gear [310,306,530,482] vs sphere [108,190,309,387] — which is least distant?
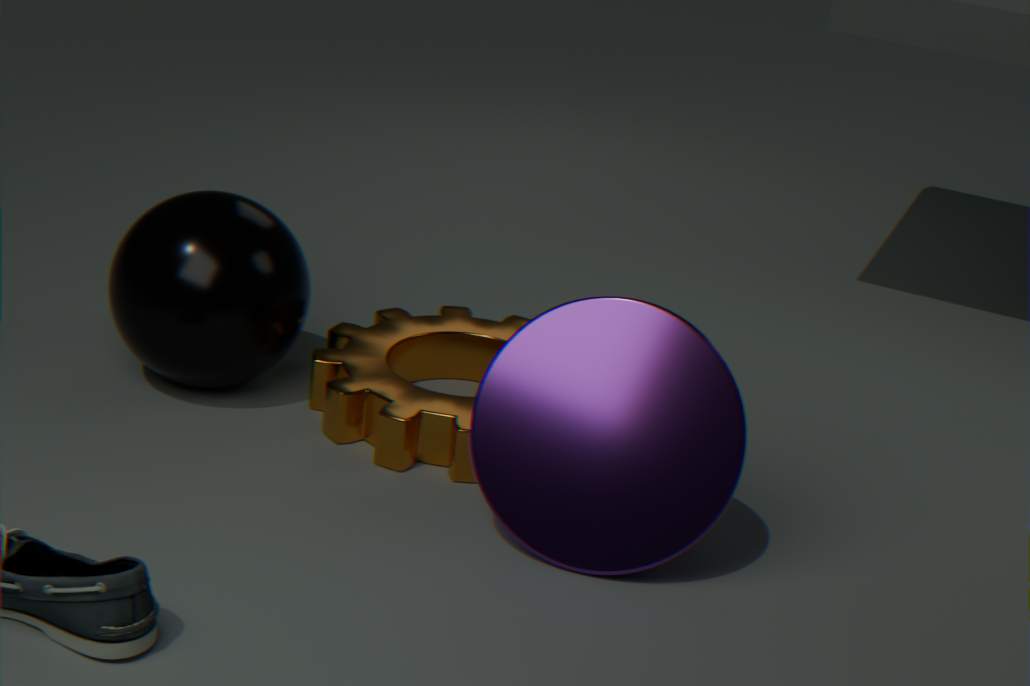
gear [310,306,530,482]
